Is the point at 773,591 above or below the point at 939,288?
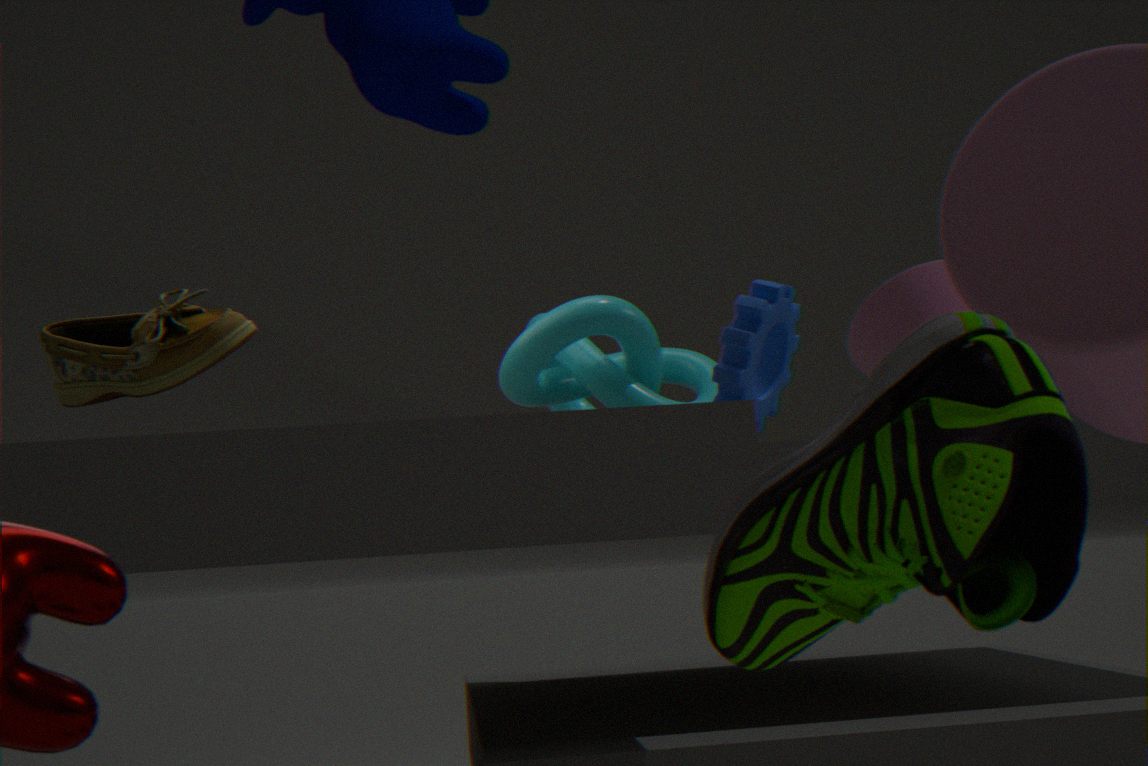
below
